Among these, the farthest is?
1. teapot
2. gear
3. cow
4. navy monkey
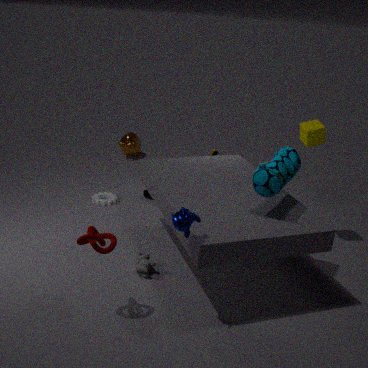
teapot
